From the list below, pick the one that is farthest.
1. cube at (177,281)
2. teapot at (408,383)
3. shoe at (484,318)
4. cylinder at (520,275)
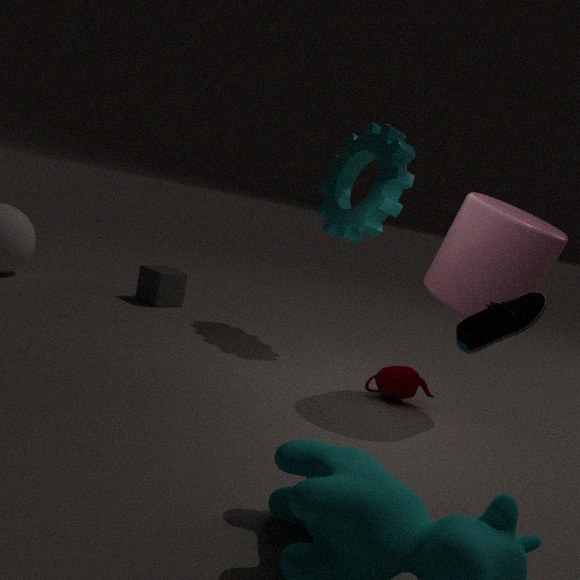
cube at (177,281)
